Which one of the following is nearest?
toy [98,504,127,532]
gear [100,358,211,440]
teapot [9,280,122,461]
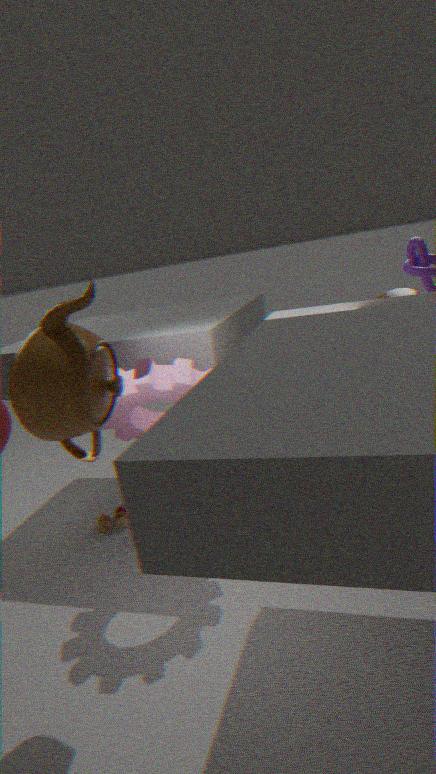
teapot [9,280,122,461]
